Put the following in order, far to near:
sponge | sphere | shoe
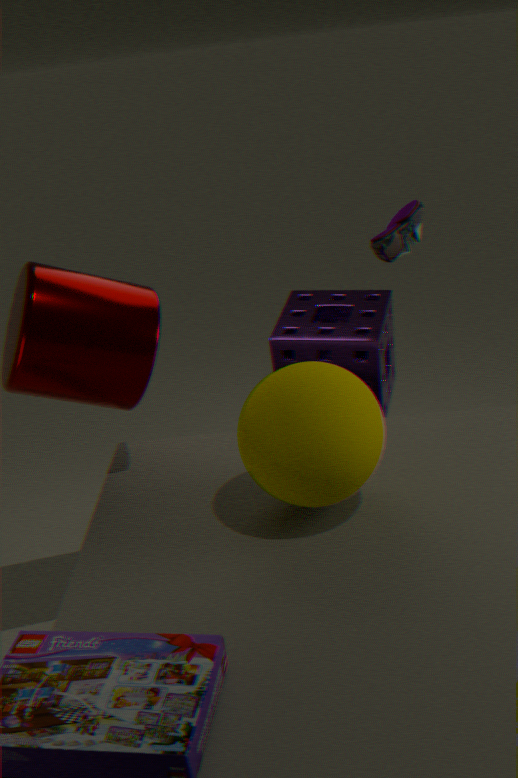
sponge
shoe
sphere
